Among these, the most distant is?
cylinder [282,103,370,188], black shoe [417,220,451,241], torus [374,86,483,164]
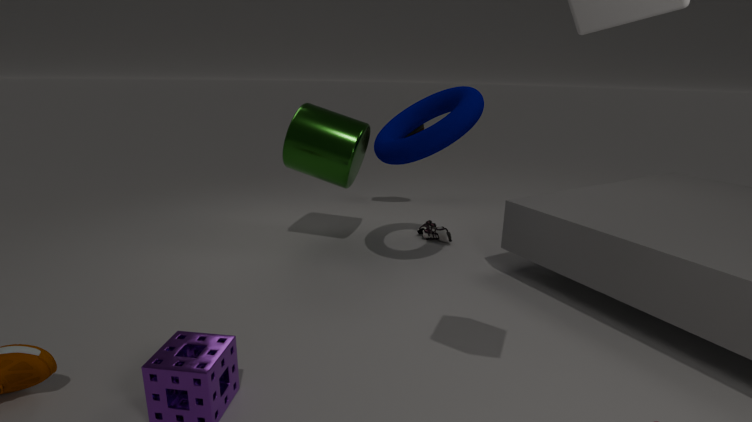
black shoe [417,220,451,241]
